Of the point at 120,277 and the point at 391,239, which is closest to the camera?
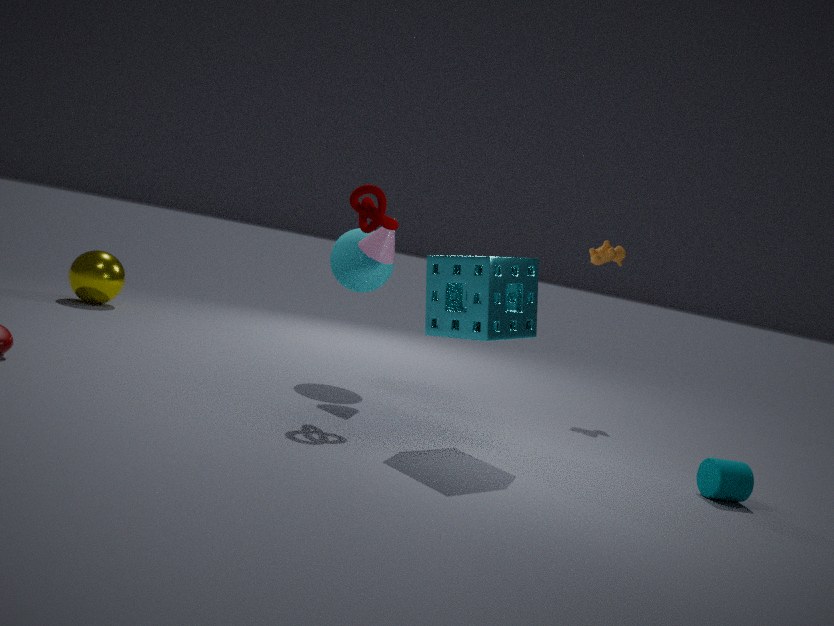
the point at 391,239
